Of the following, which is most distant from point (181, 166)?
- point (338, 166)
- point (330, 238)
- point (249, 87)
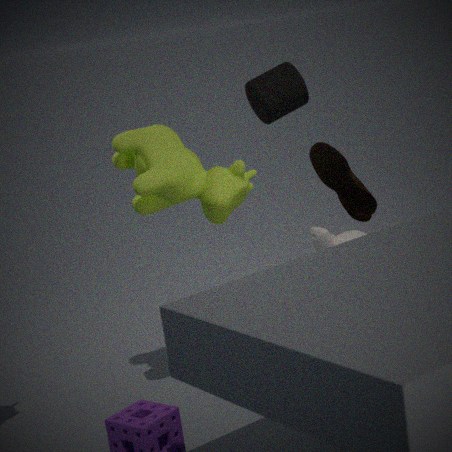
point (330, 238)
